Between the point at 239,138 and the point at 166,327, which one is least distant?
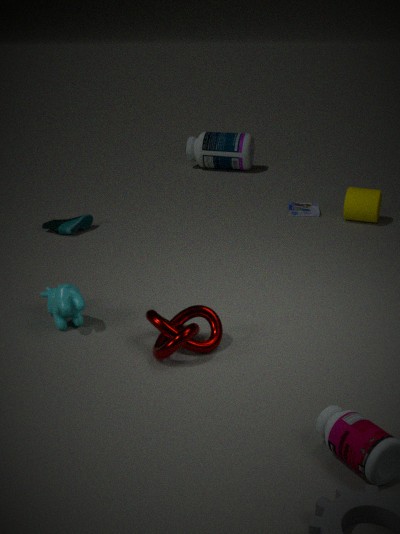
the point at 166,327
